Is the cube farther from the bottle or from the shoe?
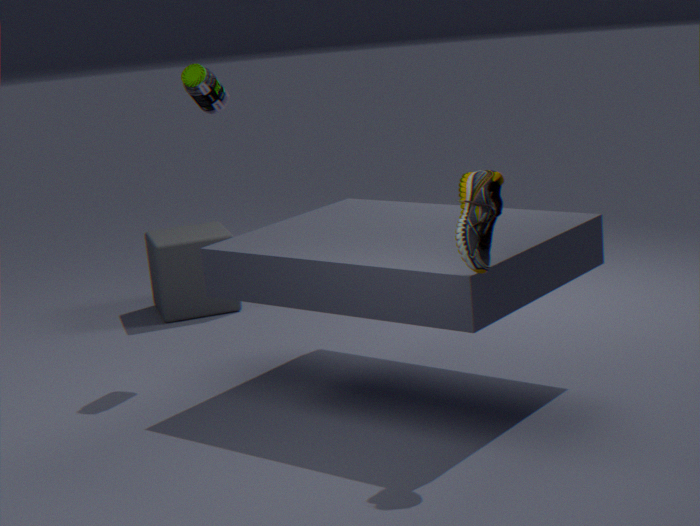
the shoe
